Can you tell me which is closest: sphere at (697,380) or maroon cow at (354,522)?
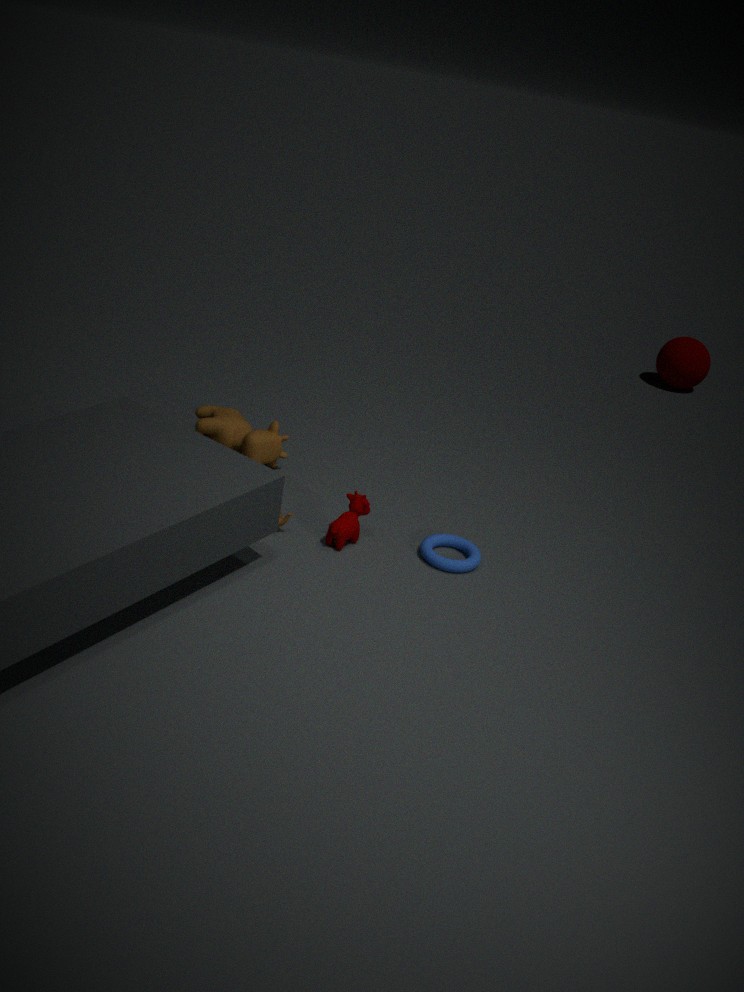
maroon cow at (354,522)
